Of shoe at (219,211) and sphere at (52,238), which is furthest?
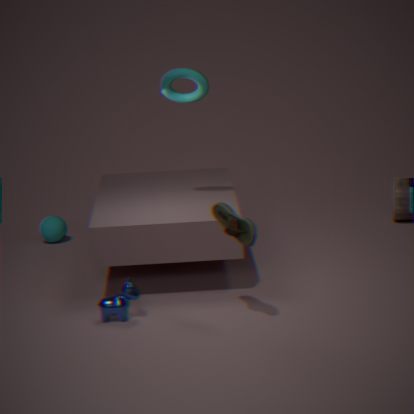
sphere at (52,238)
